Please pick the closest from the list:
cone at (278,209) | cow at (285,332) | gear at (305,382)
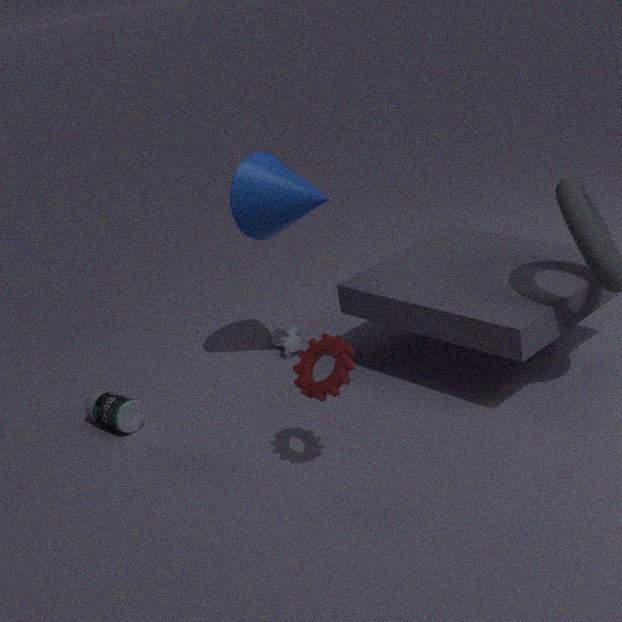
gear at (305,382)
